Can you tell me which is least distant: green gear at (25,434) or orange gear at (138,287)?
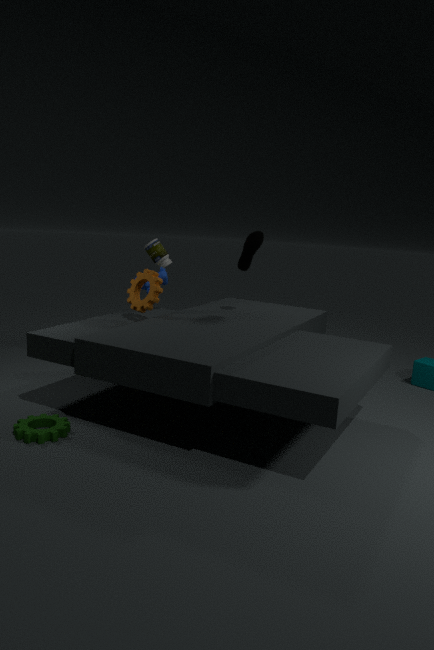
green gear at (25,434)
